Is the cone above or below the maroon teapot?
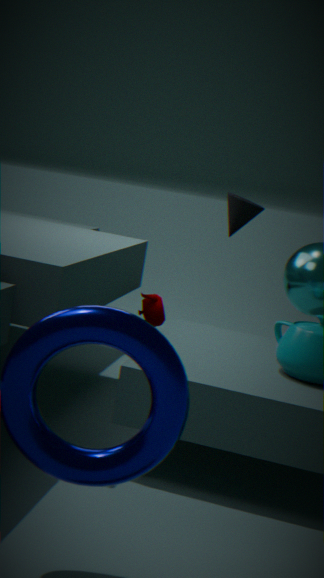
above
